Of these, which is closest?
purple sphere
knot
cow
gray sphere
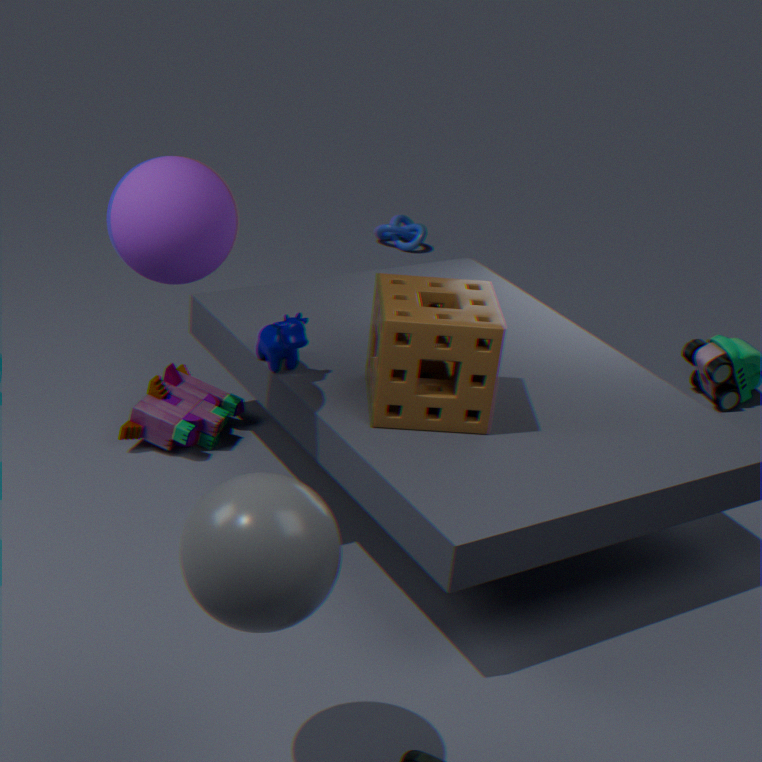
gray sphere
